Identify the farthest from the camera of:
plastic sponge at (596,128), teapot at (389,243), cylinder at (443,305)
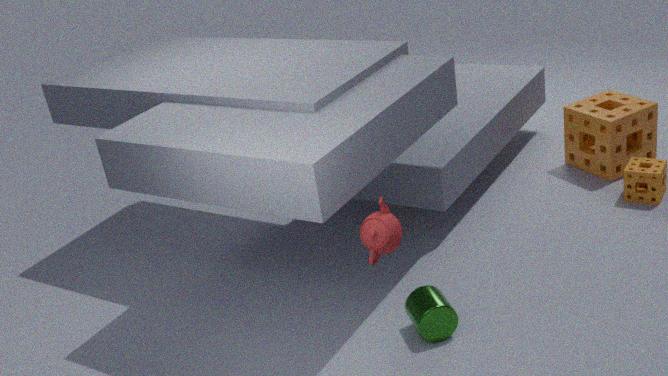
plastic sponge at (596,128)
